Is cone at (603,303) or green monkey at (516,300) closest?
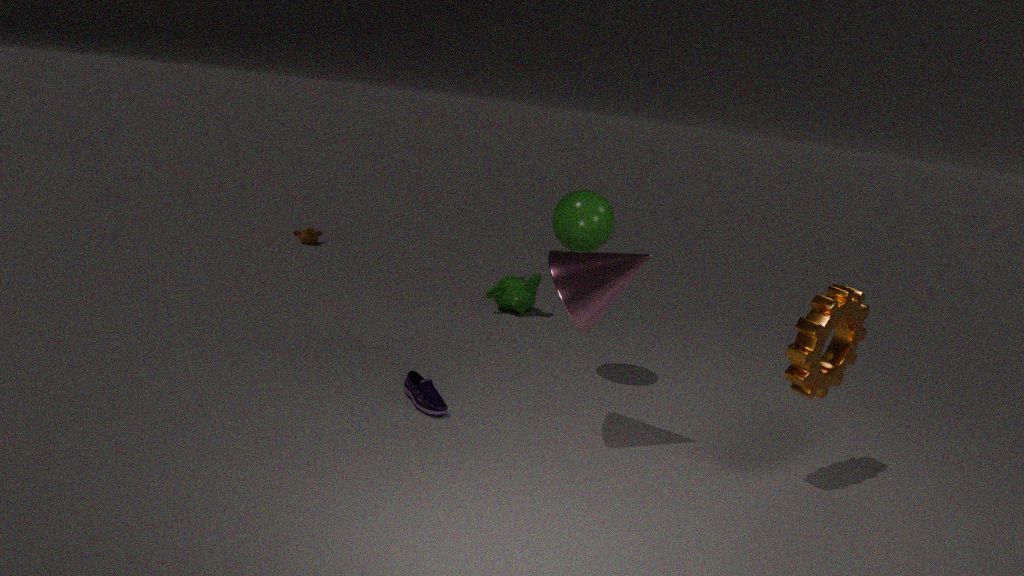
cone at (603,303)
